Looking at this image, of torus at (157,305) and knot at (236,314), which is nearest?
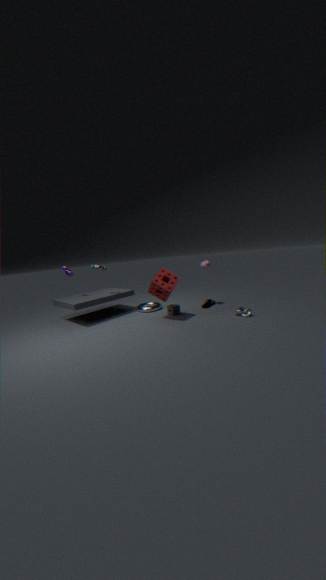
knot at (236,314)
